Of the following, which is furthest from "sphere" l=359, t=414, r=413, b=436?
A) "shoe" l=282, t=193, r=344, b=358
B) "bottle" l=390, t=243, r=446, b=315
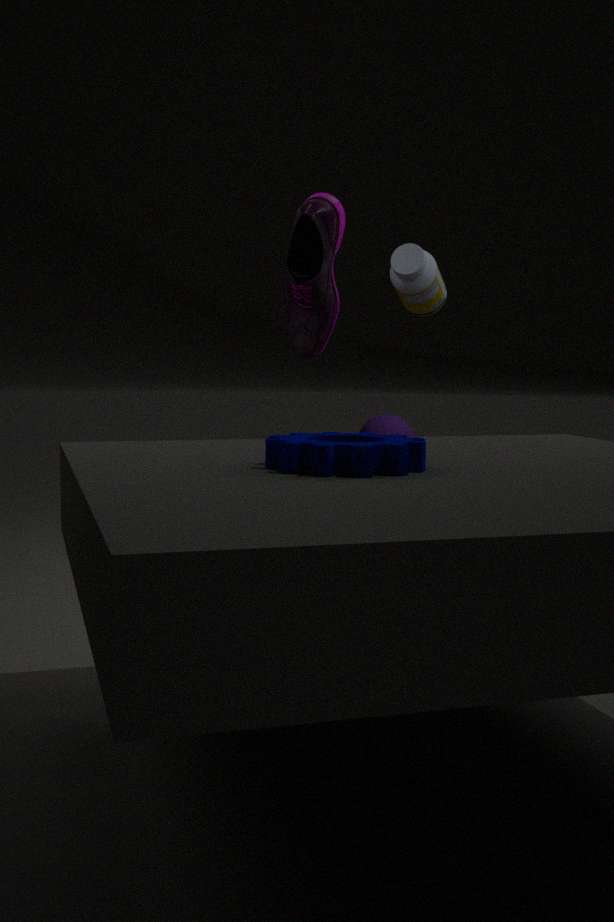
"shoe" l=282, t=193, r=344, b=358
